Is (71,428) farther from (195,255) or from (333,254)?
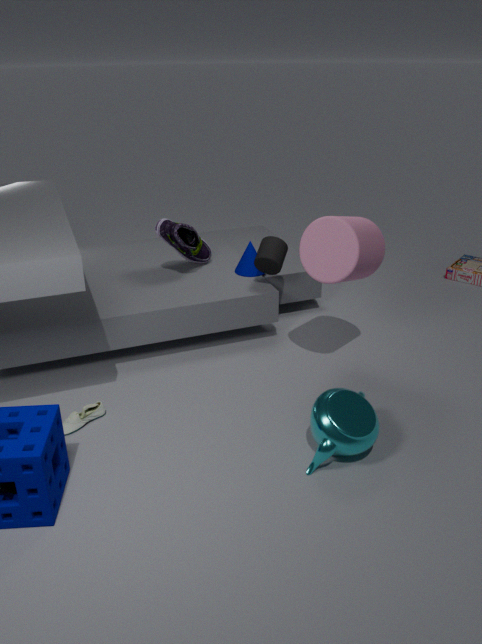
(333,254)
